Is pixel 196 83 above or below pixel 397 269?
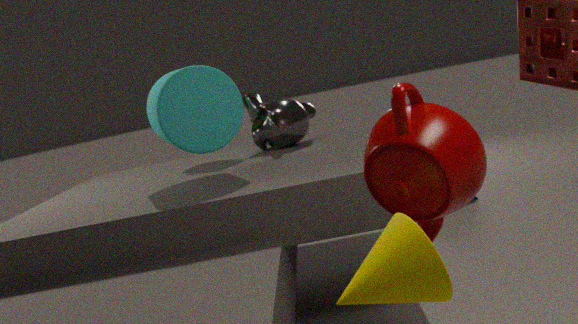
above
